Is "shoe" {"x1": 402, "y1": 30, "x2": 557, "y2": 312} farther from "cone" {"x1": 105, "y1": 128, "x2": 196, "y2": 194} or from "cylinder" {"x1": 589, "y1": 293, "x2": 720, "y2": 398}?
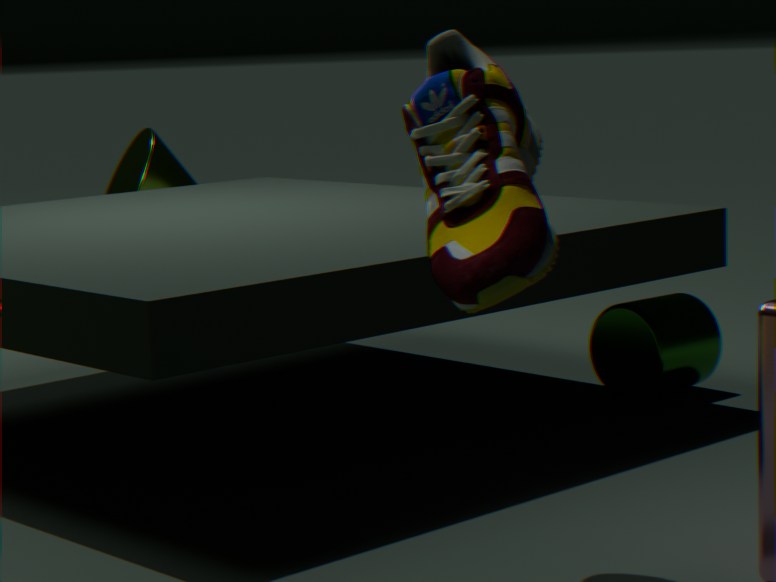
"cone" {"x1": 105, "y1": 128, "x2": 196, "y2": 194}
